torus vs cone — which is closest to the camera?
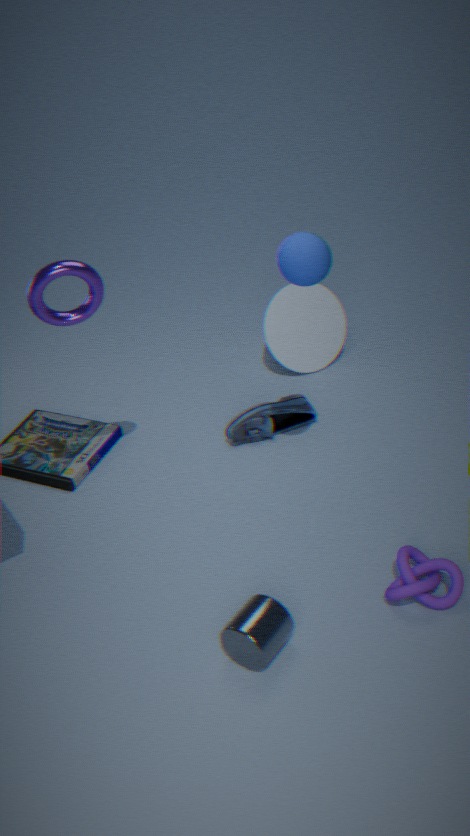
torus
